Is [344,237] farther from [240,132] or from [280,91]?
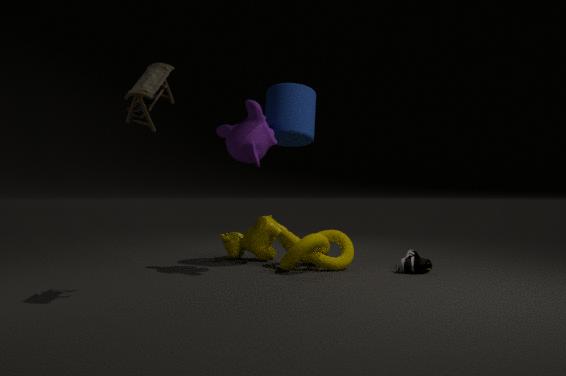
[280,91]
